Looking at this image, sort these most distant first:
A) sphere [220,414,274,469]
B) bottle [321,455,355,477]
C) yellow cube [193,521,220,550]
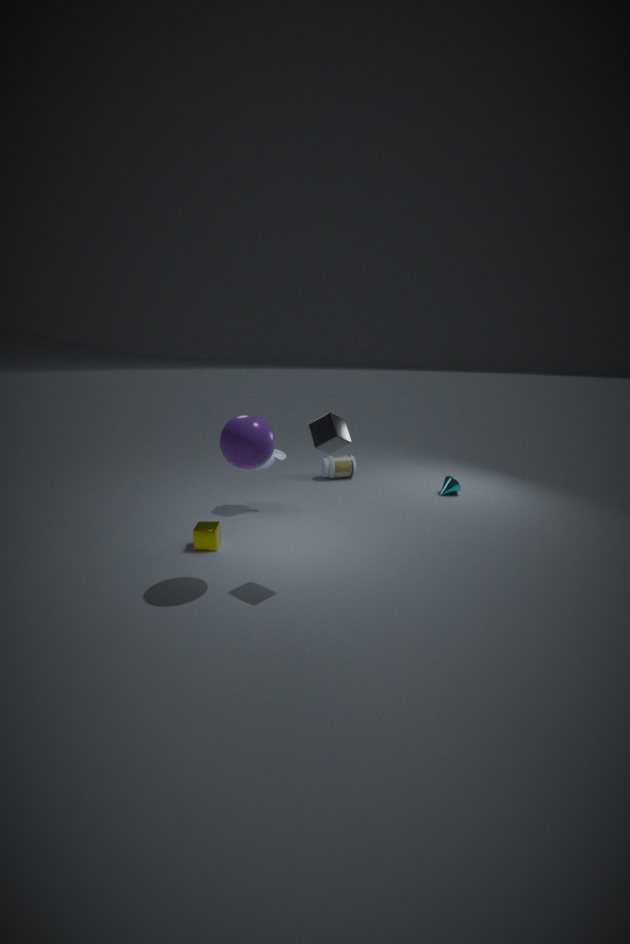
bottle [321,455,355,477]
yellow cube [193,521,220,550]
sphere [220,414,274,469]
